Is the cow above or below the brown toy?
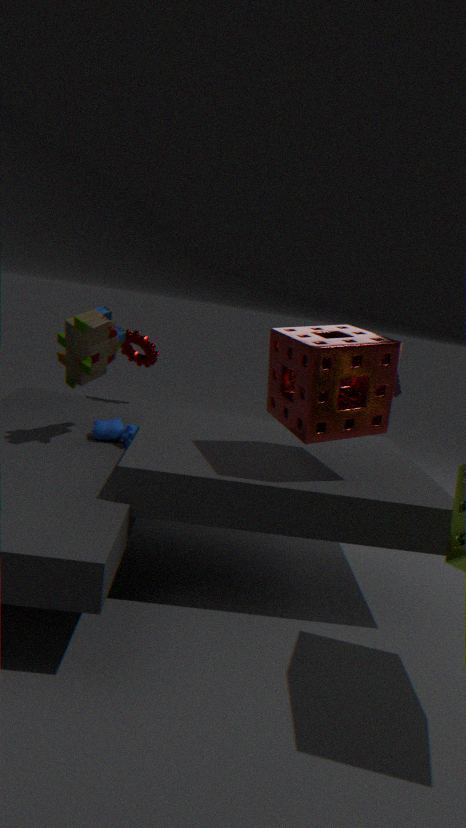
below
